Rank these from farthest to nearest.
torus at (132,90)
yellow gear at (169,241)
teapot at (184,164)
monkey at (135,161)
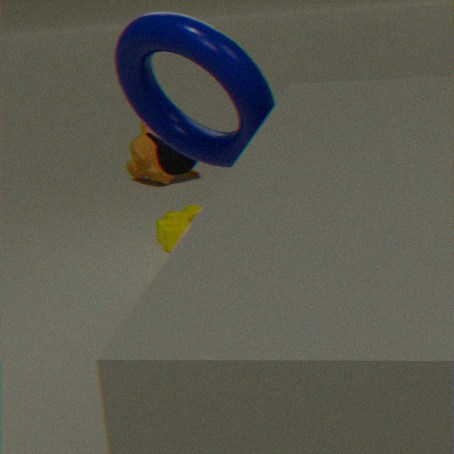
monkey at (135,161), yellow gear at (169,241), teapot at (184,164), torus at (132,90)
